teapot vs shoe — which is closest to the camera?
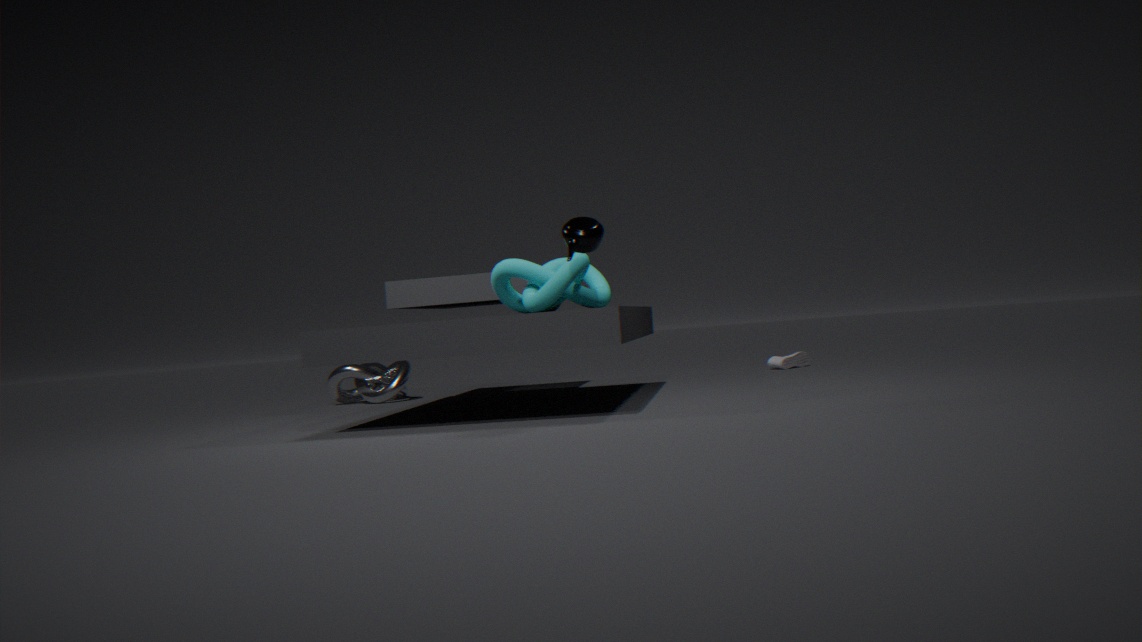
teapot
